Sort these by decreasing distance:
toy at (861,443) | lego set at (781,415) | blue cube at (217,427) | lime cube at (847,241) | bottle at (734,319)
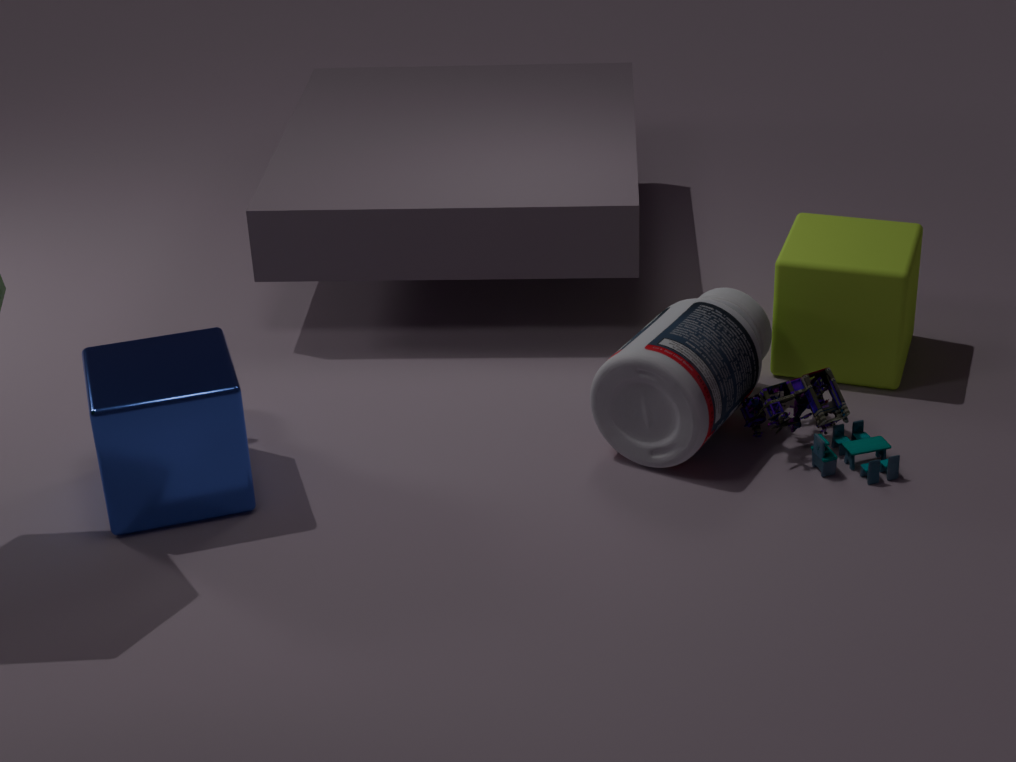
lime cube at (847,241), lego set at (781,415), toy at (861,443), bottle at (734,319), blue cube at (217,427)
